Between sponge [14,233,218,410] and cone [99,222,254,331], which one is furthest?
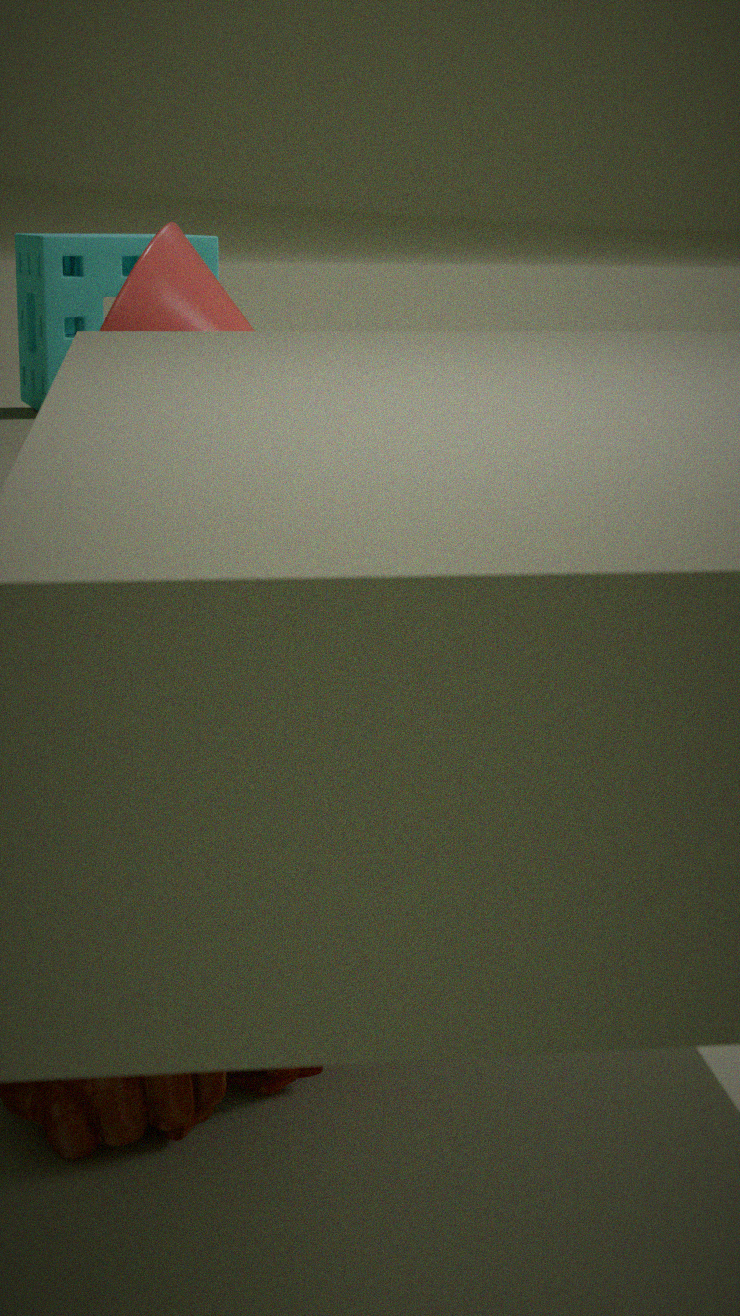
sponge [14,233,218,410]
